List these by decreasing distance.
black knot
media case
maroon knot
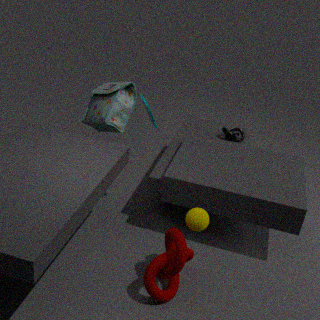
black knot
media case
maroon knot
